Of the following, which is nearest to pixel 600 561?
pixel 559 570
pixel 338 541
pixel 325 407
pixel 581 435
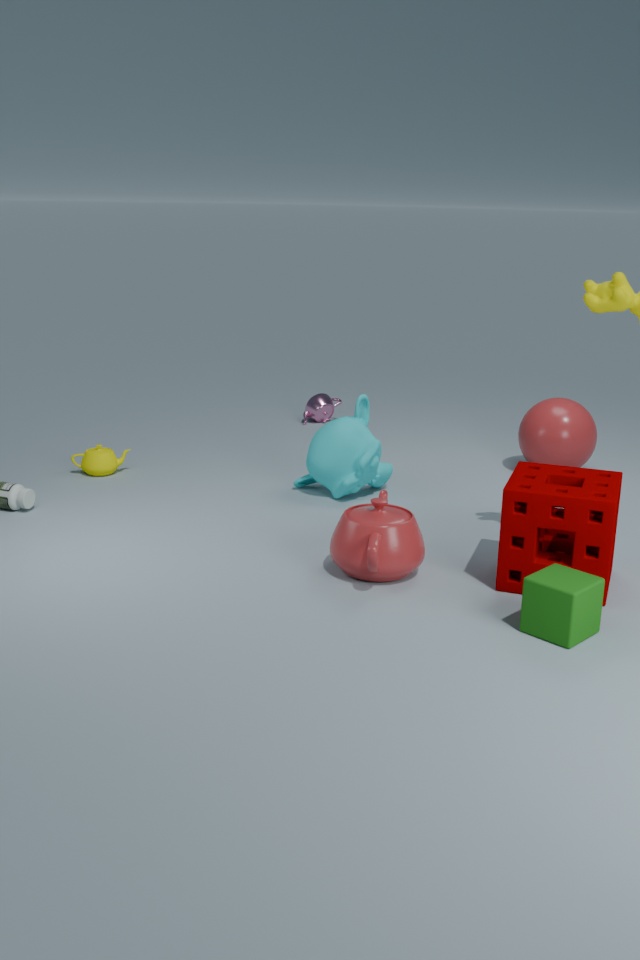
pixel 559 570
